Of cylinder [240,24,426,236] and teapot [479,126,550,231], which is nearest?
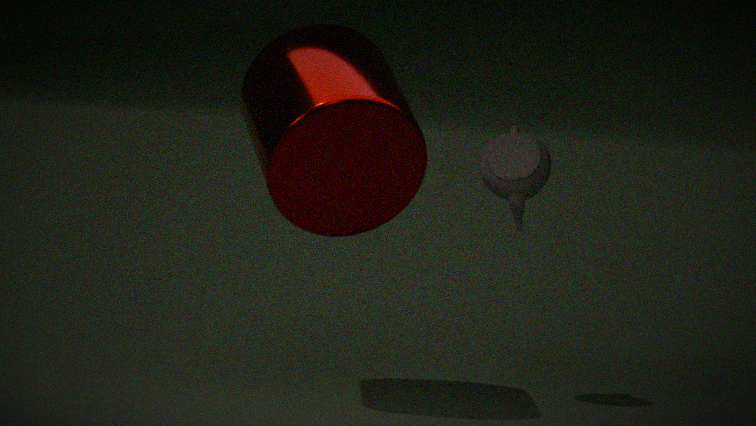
cylinder [240,24,426,236]
